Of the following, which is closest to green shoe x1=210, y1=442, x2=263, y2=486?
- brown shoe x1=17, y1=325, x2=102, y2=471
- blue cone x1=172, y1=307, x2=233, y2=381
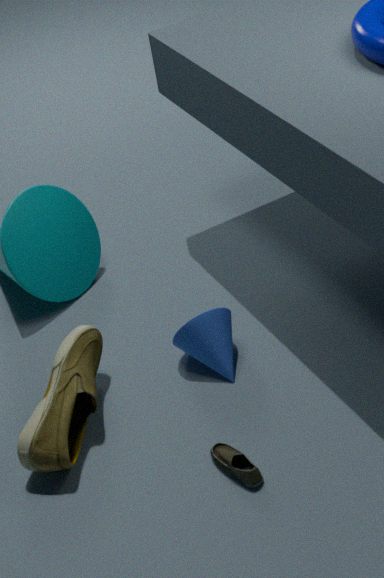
blue cone x1=172, y1=307, x2=233, y2=381
